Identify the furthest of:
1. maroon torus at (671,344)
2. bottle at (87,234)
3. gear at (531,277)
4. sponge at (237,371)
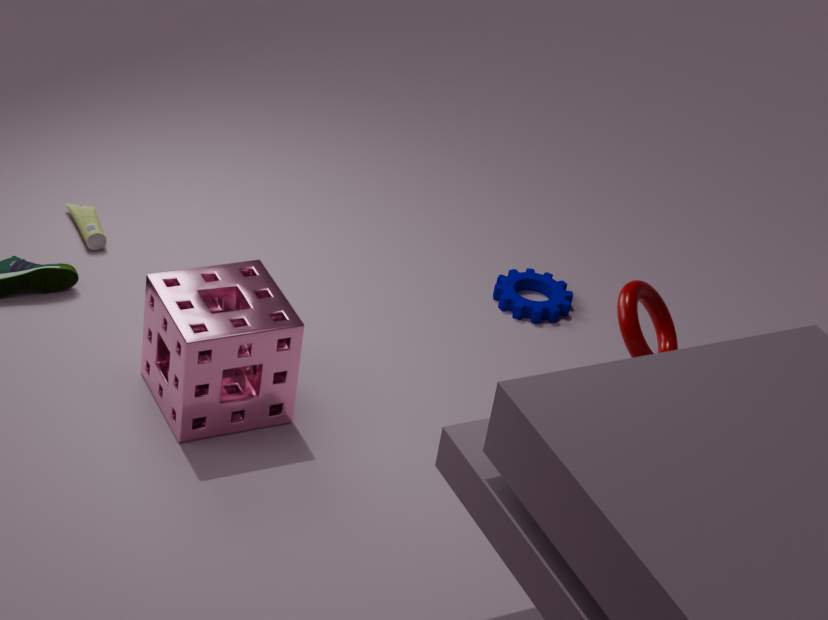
gear at (531,277)
